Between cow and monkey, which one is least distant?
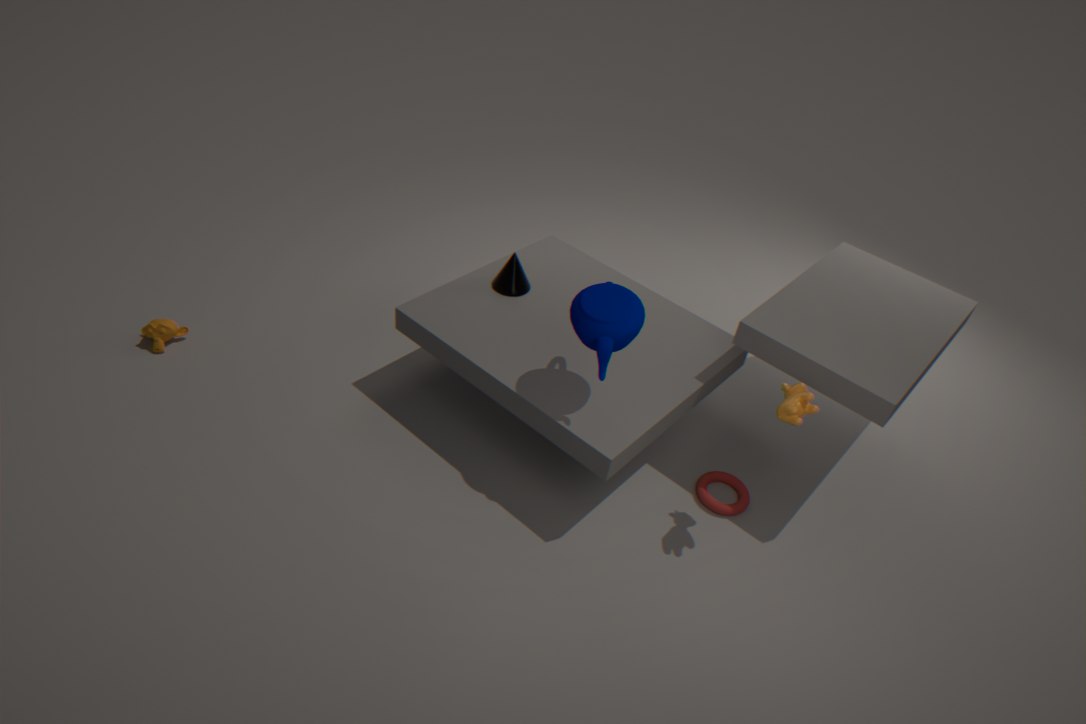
cow
